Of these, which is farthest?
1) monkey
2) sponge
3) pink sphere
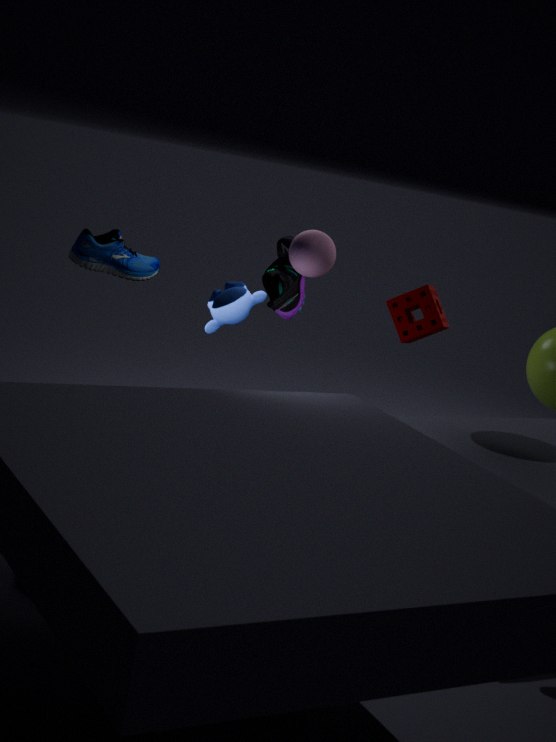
2. sponge
